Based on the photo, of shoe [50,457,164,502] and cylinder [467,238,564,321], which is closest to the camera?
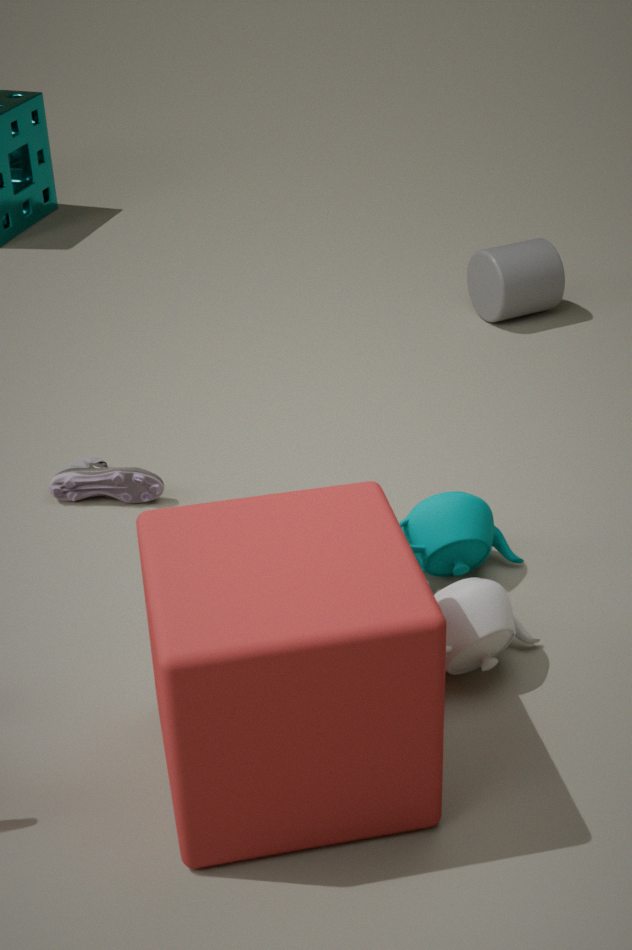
shoe [50,457,164,502]
